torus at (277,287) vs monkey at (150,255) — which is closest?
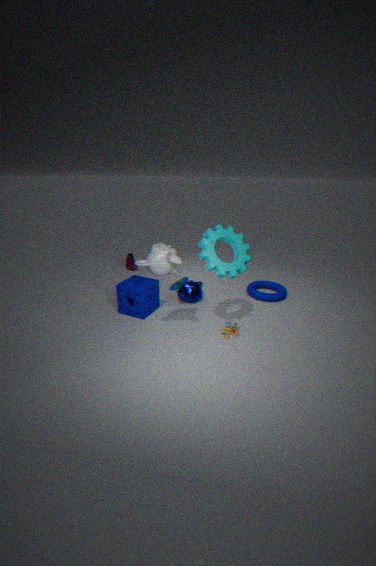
monkey at (150,255)
